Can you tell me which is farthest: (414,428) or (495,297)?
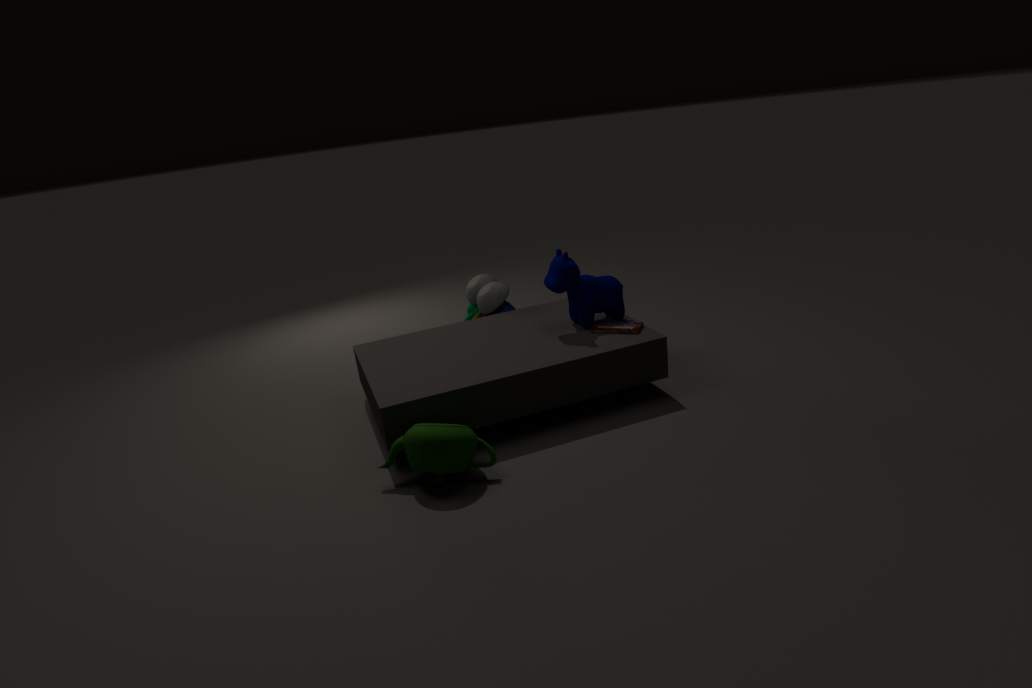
(495,297)
